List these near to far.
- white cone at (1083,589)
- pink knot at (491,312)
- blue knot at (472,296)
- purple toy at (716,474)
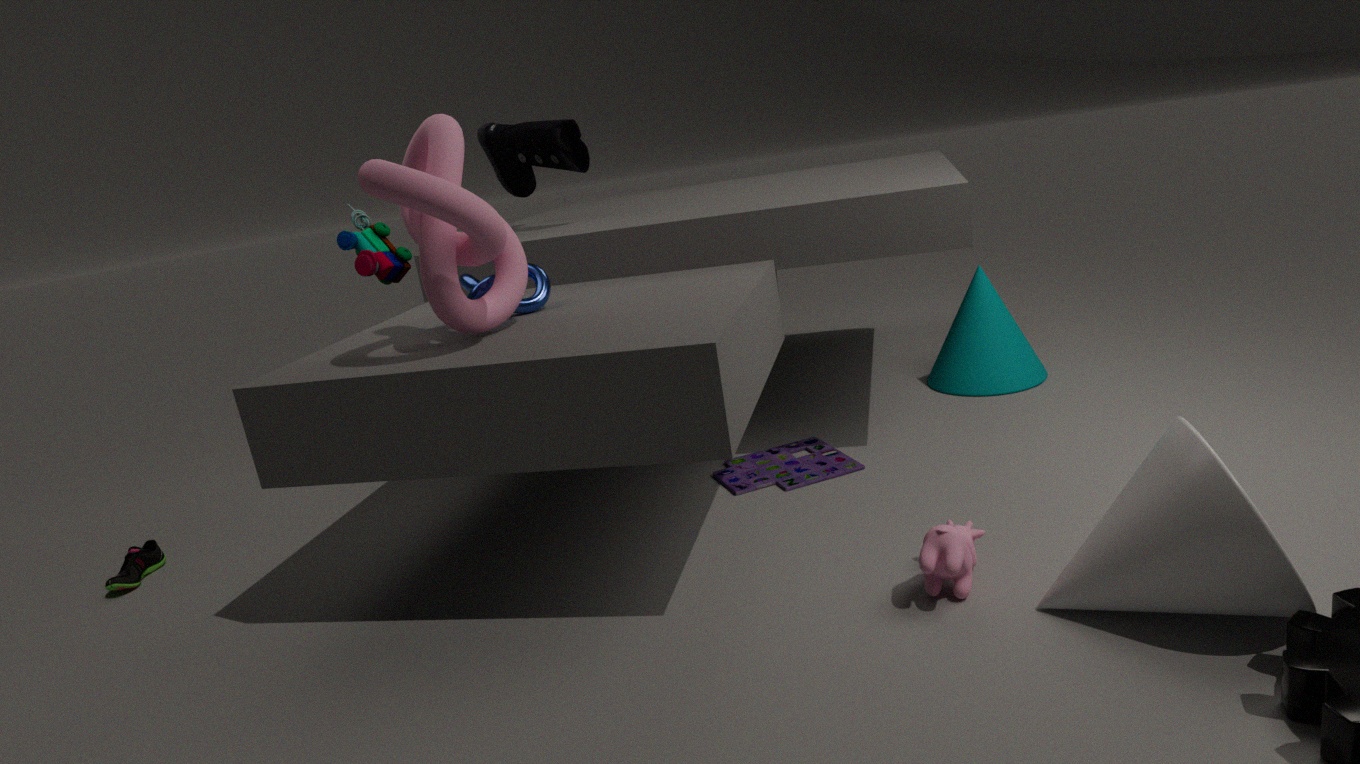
white cone at (1083,589) < pink knot at (491,312) < blue knot at (472,296) < purple toy at (716,474)
